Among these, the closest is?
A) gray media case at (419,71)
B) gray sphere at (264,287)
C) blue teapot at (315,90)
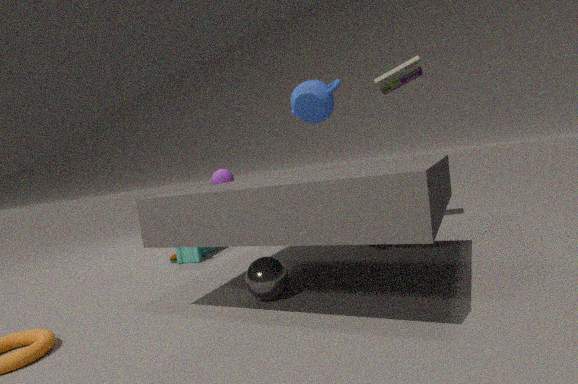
gray sphere at (264,287)
